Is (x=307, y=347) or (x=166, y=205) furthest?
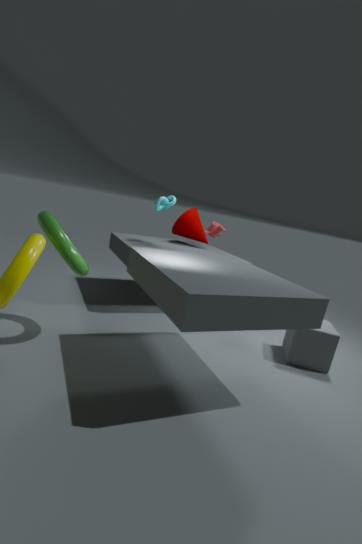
Answer: (x=166, y=205)
